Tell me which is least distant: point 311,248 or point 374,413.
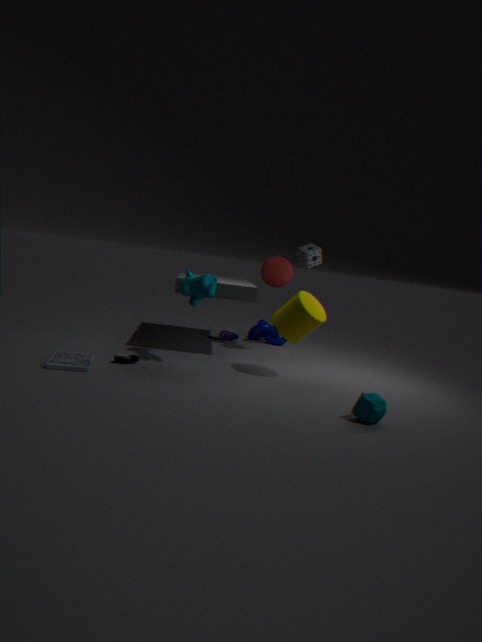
point 374,413
